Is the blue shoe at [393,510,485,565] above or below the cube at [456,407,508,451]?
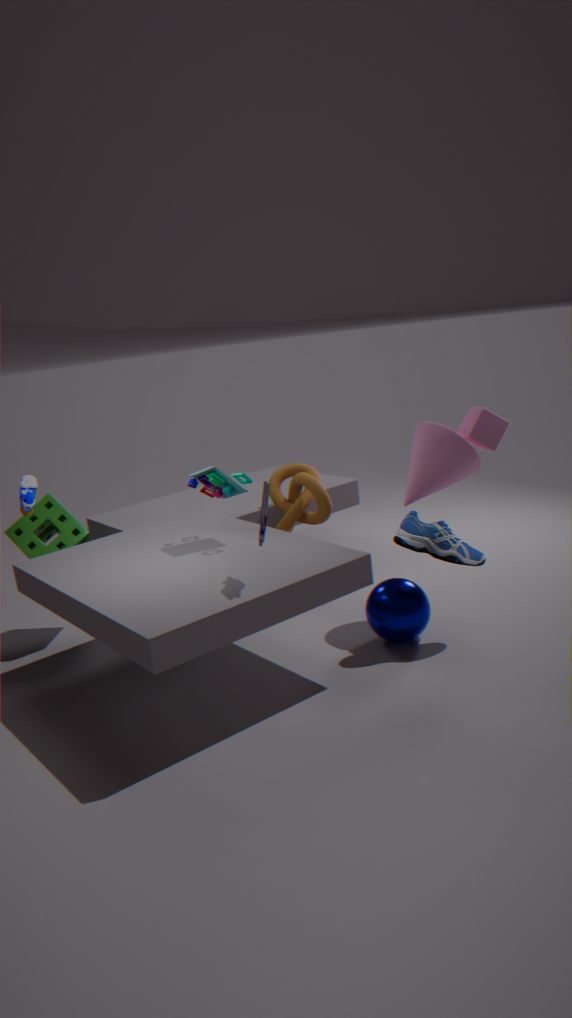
below
